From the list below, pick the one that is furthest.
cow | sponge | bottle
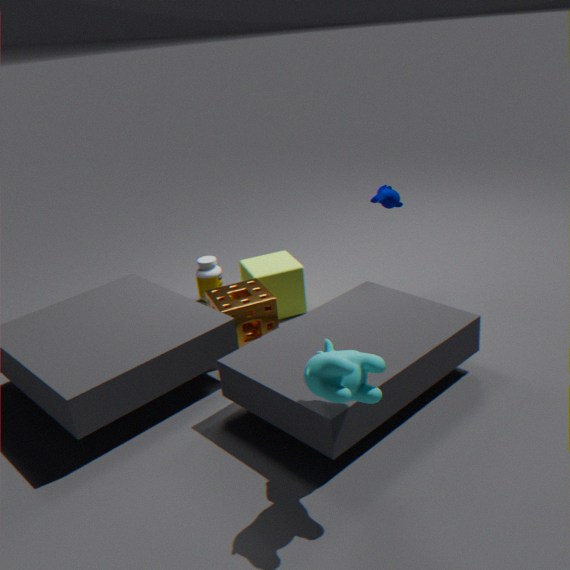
bottle
